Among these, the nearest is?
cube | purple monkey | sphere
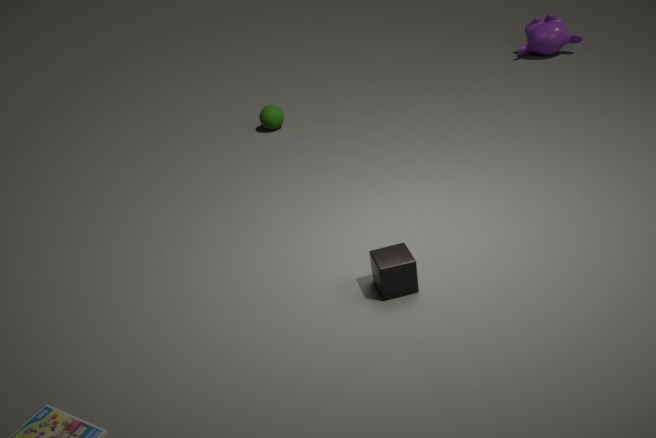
cube
